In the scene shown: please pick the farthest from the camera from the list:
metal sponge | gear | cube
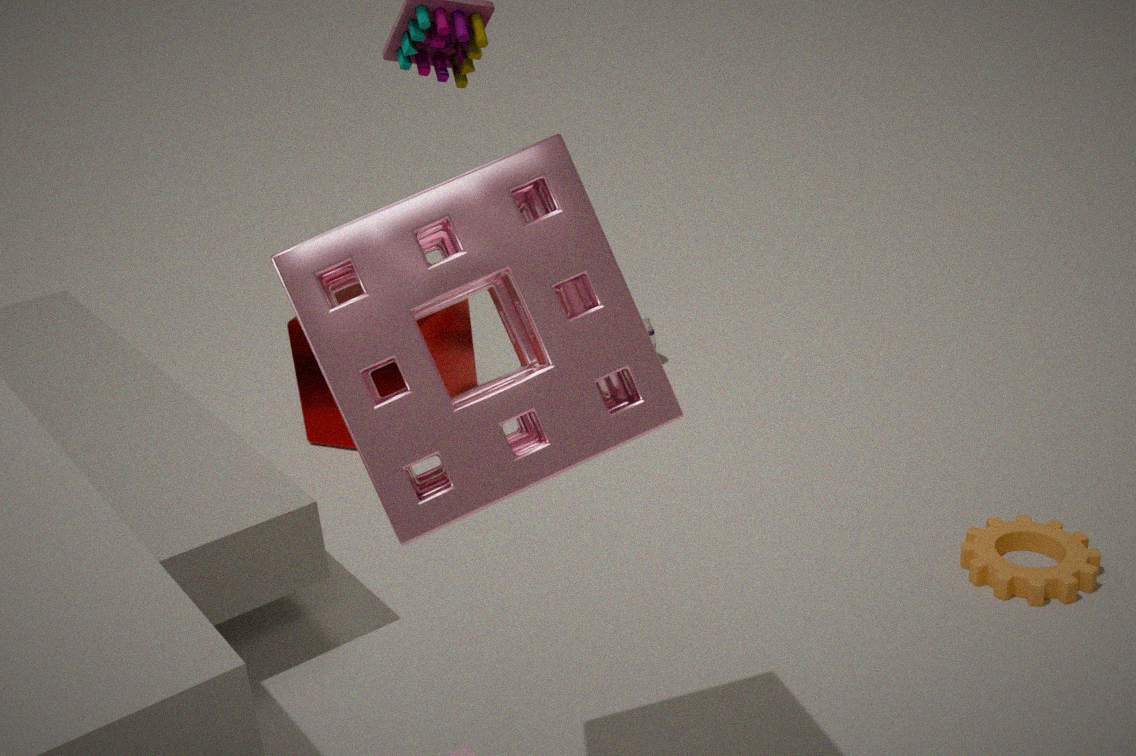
cube
